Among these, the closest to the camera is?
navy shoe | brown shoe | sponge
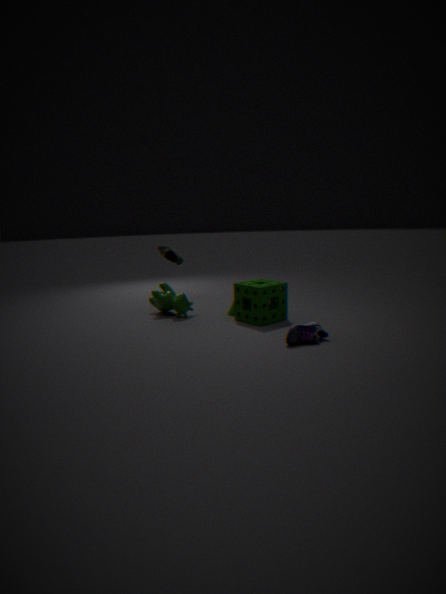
navy shoe
